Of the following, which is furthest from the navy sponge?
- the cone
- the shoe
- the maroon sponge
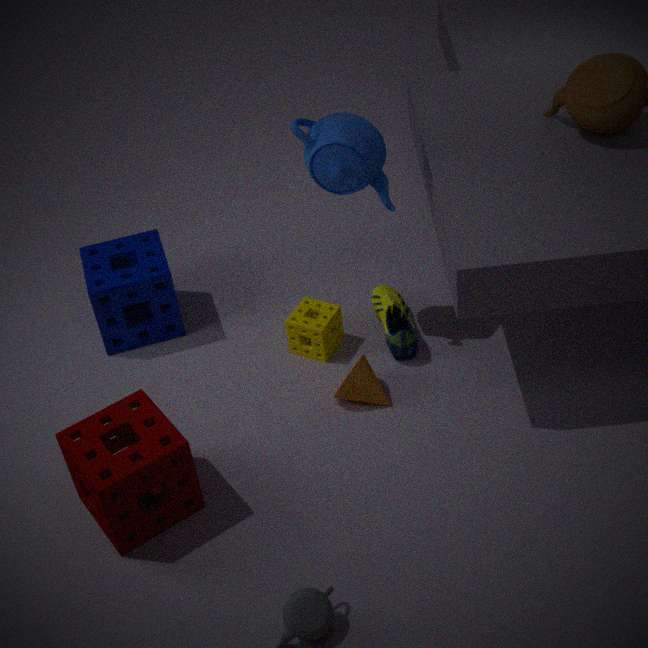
the shoe
